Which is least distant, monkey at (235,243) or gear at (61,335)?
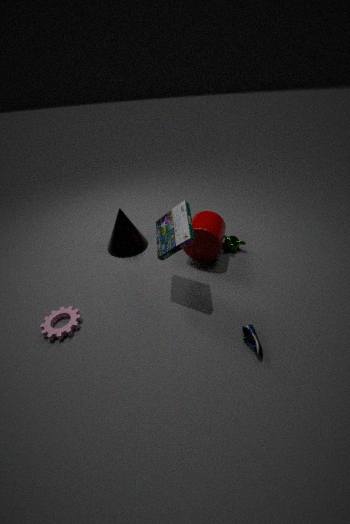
gear at (61,335)
